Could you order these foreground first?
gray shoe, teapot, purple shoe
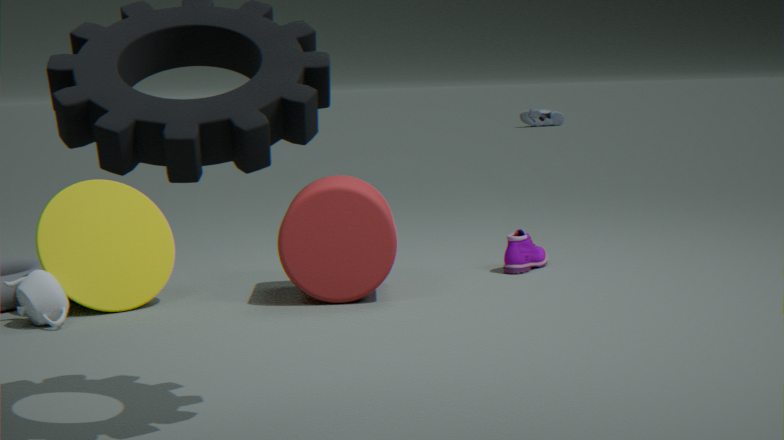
1. teapot
2. purple shoe
3. gray shoe
